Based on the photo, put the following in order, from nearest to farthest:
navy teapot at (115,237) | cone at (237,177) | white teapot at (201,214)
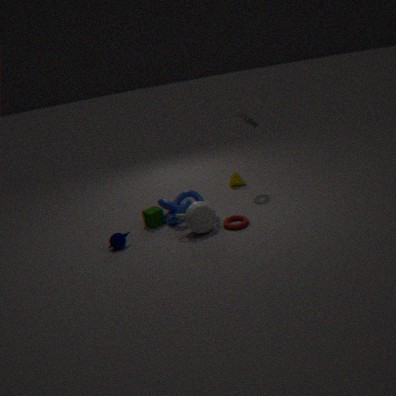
white teapot at (201,214)
navy teapot at (115,237)
cone at (237,177)
